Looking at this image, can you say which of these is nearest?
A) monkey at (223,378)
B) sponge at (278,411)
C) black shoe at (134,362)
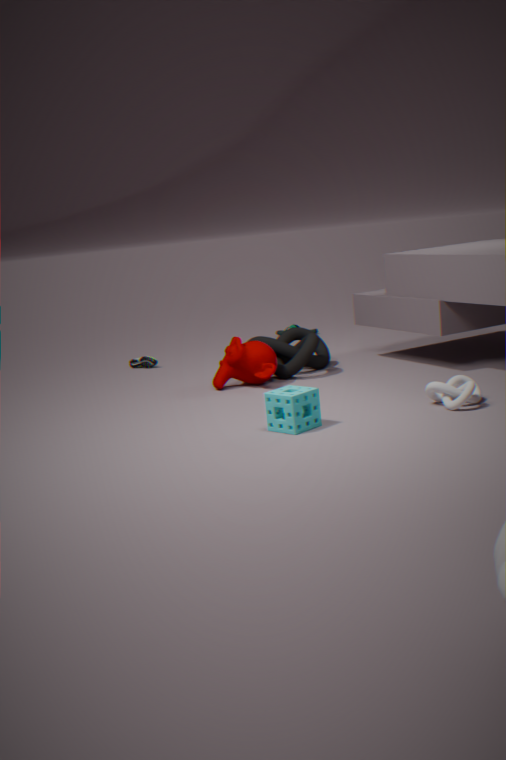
sponge at (278,411)
